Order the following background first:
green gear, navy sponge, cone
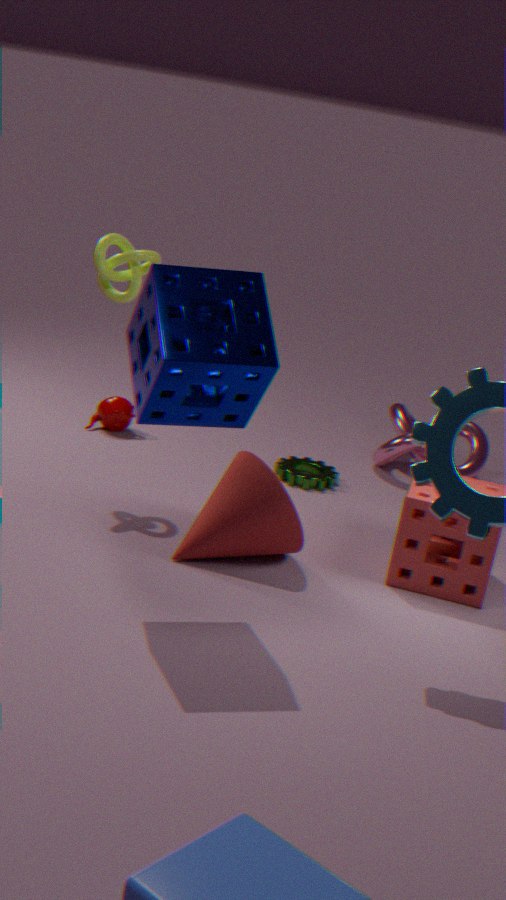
green gear → cone → navy sponge
